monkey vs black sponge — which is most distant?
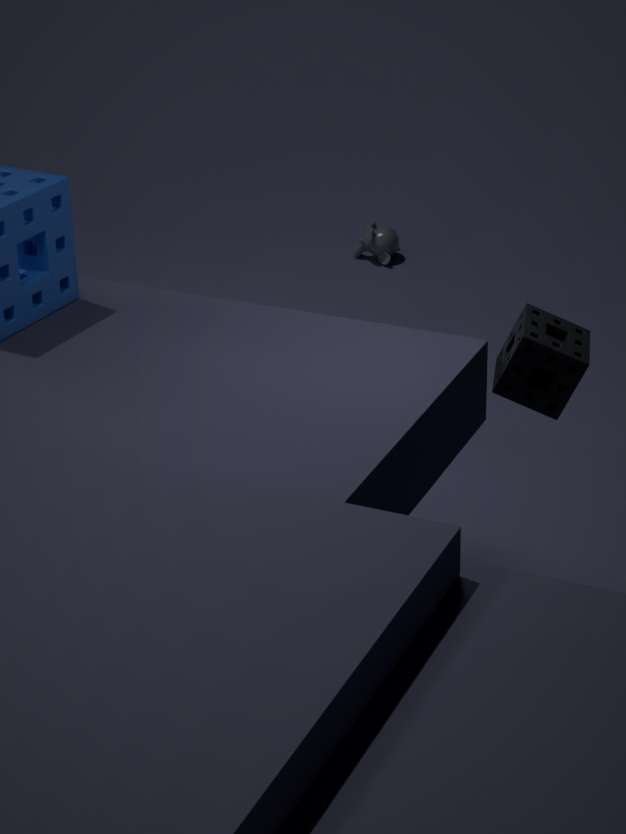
monkey
